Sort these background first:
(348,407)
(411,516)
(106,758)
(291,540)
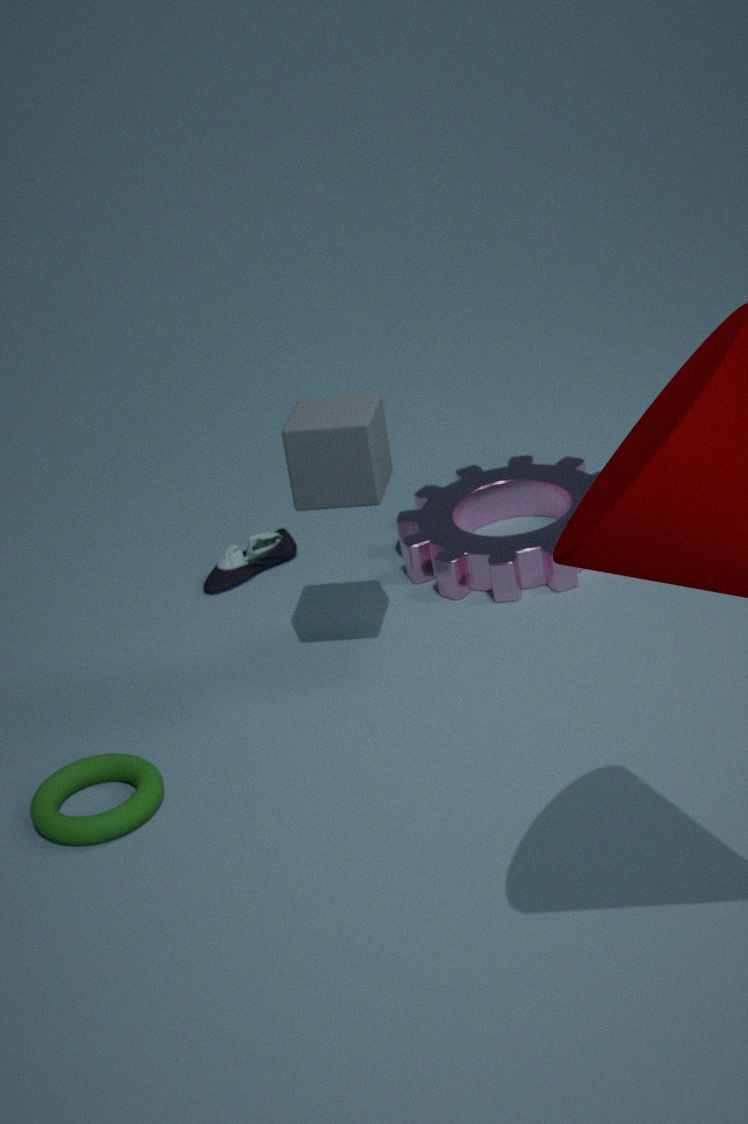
1. (291,540)
2. (411,516)
3. (106,758)
4. (348,407)
